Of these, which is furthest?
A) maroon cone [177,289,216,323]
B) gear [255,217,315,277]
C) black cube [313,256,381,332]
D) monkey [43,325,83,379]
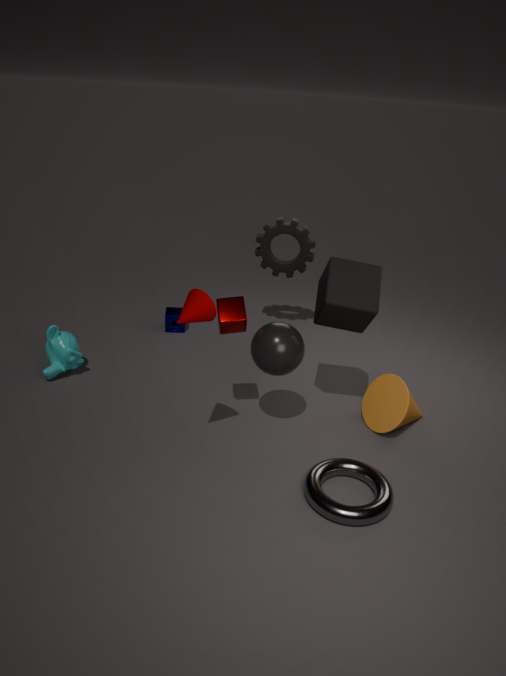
gear [255,217,315,277]
